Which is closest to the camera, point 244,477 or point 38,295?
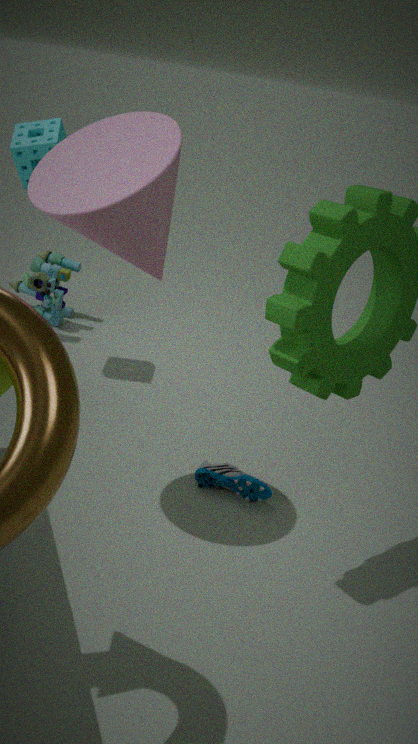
point 244,477
